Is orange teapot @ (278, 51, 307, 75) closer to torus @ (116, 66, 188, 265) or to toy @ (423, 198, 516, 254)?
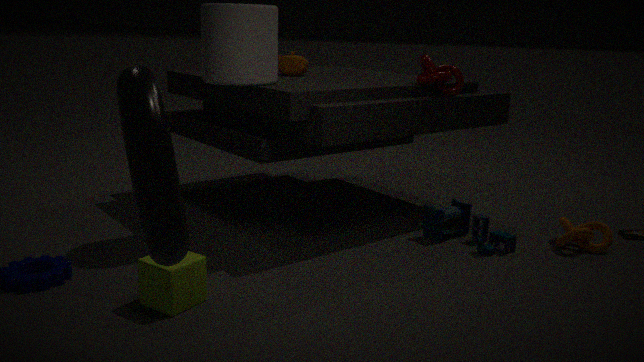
toy @ (423, 198, 516, 254)
